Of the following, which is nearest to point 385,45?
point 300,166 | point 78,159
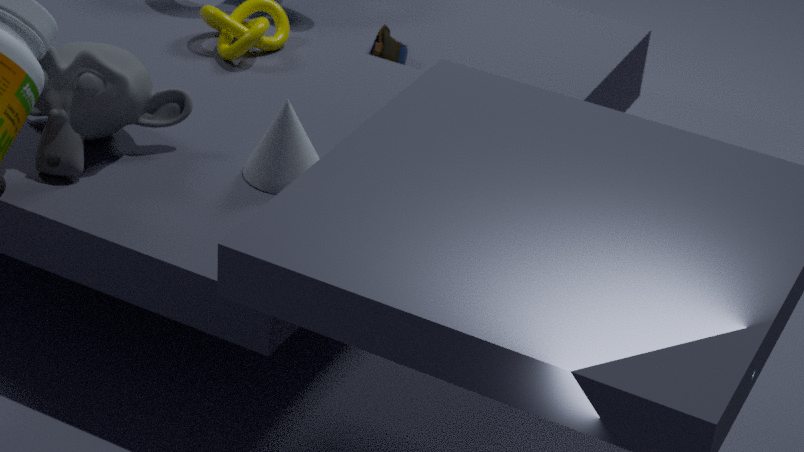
point 300,166
